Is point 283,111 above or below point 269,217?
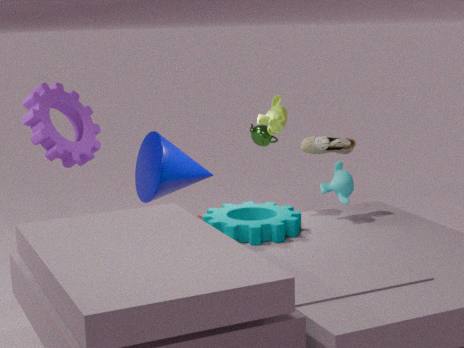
above
